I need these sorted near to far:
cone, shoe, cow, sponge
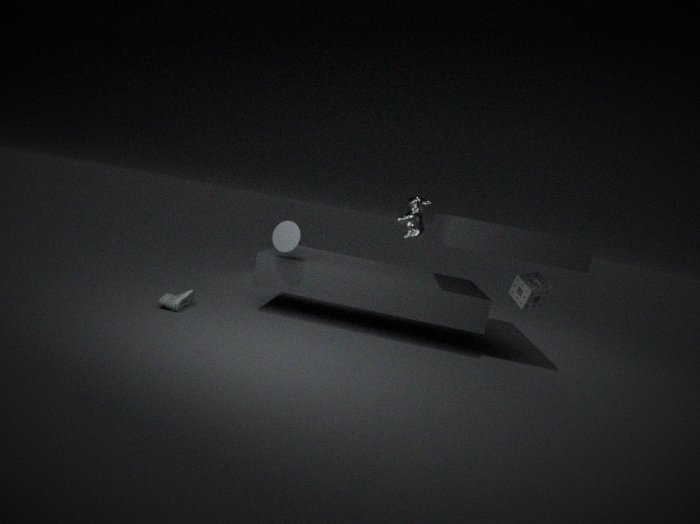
shoe
cone
sponge
cow
